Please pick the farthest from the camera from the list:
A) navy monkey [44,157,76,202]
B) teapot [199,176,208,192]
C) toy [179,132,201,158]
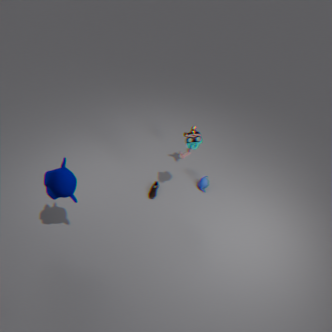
teapot [199,176,208,192]
